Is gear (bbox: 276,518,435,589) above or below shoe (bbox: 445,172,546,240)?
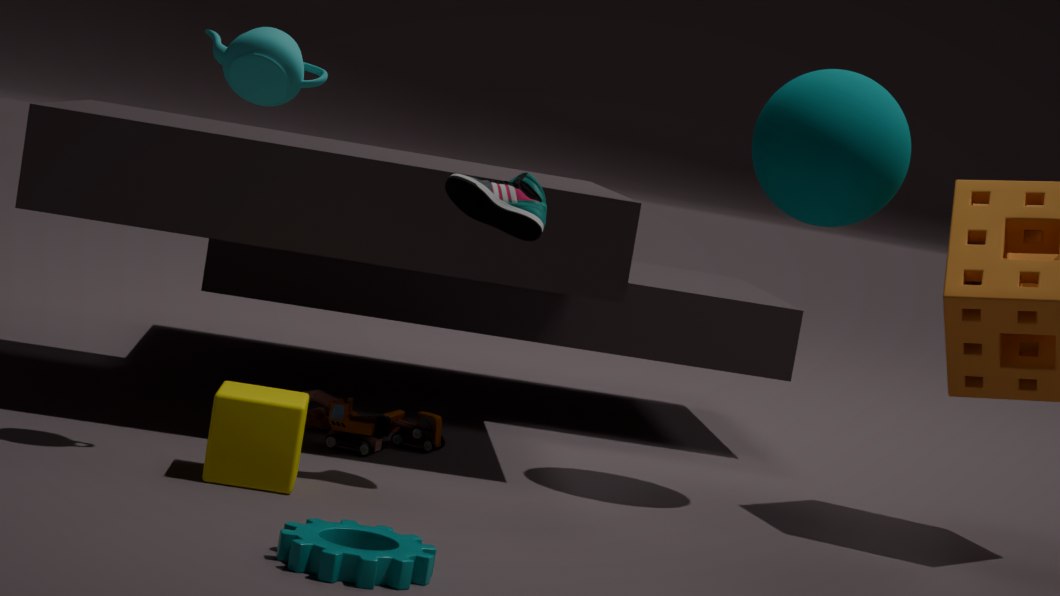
below
